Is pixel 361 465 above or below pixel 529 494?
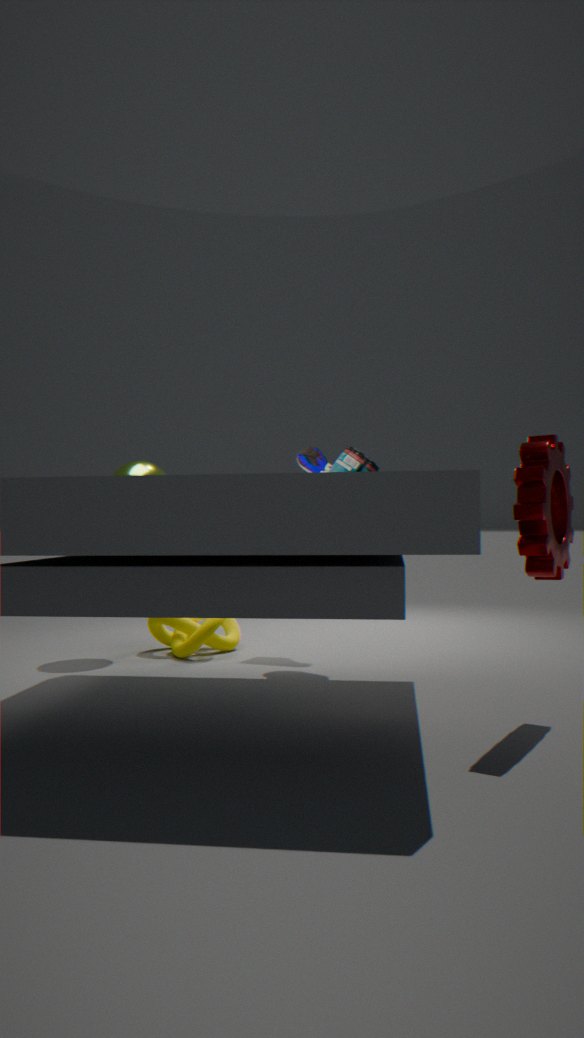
above
